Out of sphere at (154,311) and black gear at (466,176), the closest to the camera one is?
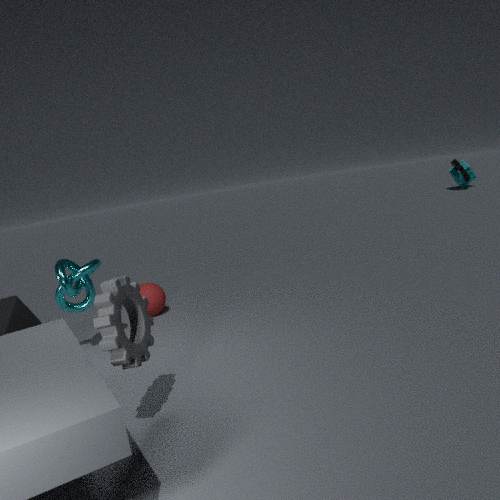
sphere at (154,311)
